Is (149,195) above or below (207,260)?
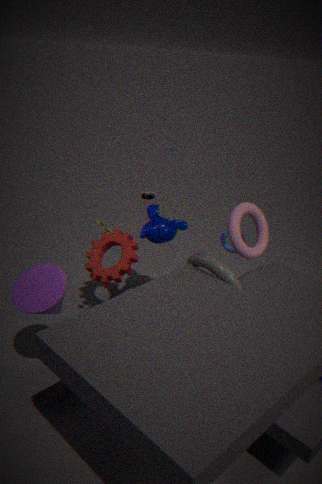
above
